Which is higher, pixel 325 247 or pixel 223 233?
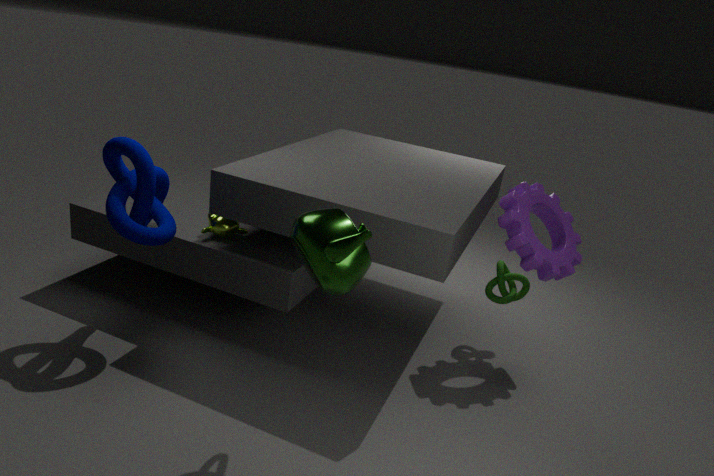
pixel 325 247
